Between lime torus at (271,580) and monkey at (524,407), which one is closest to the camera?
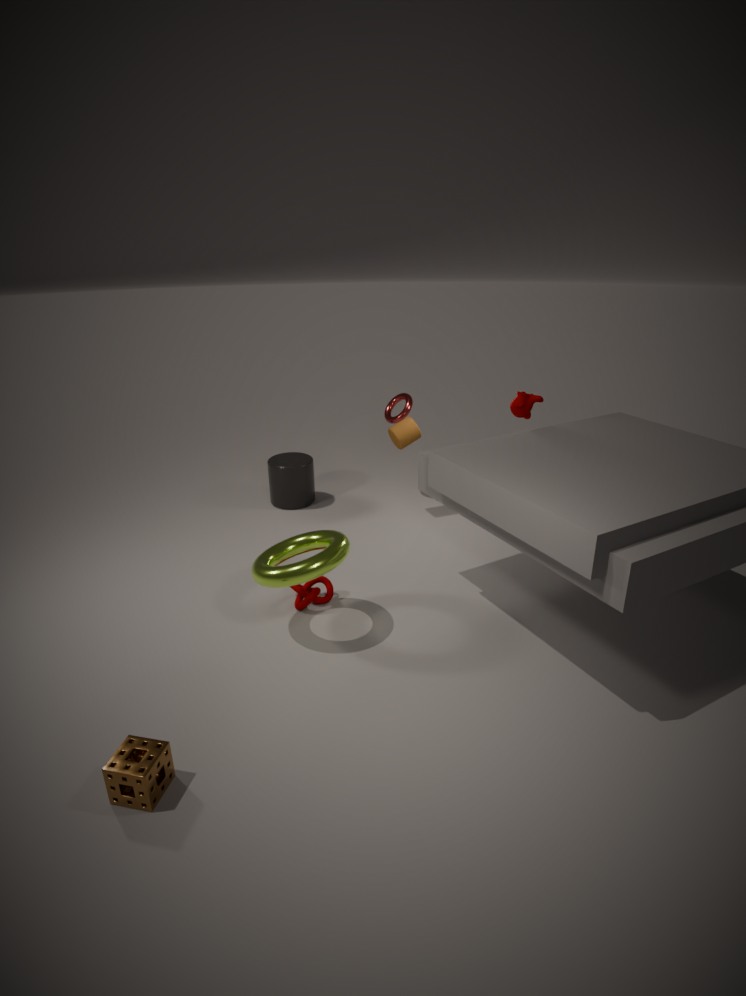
lime torus at (271,580)
